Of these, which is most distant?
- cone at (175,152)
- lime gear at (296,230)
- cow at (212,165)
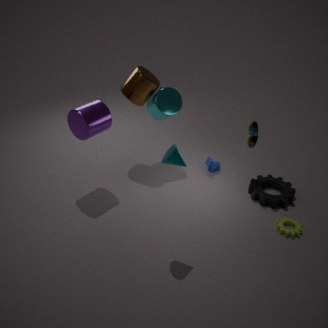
cow at (212,165)
